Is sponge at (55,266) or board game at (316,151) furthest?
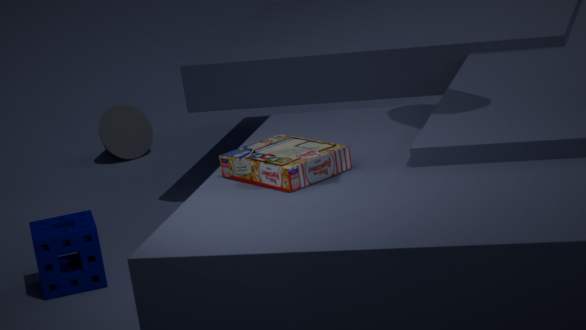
sponge at (55,266)
